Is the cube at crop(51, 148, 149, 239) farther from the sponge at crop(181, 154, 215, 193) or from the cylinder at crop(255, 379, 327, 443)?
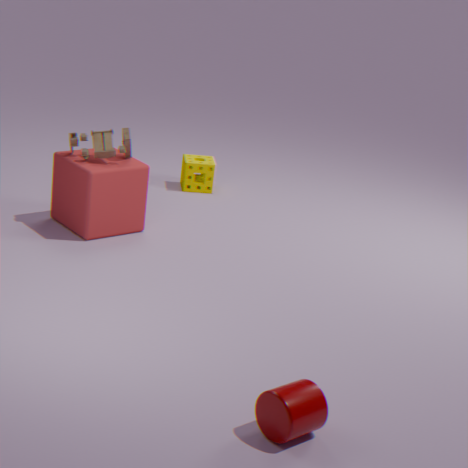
the cylinder at crop(255, 379, 327, 443)
